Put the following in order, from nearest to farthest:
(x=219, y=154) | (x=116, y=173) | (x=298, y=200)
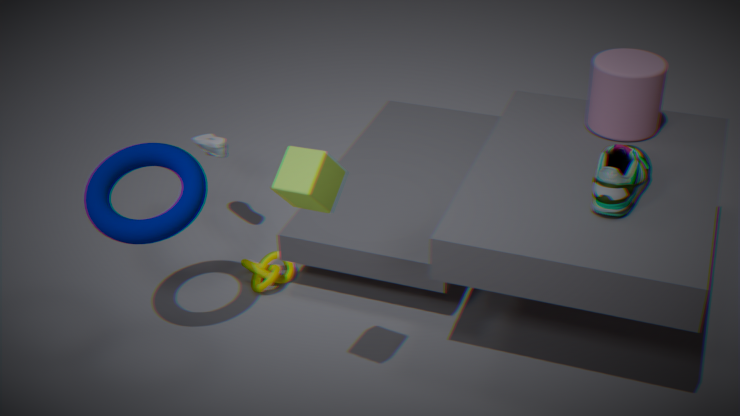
(x=298, y=200), (x=116, y=173), (x=219, y=154)
